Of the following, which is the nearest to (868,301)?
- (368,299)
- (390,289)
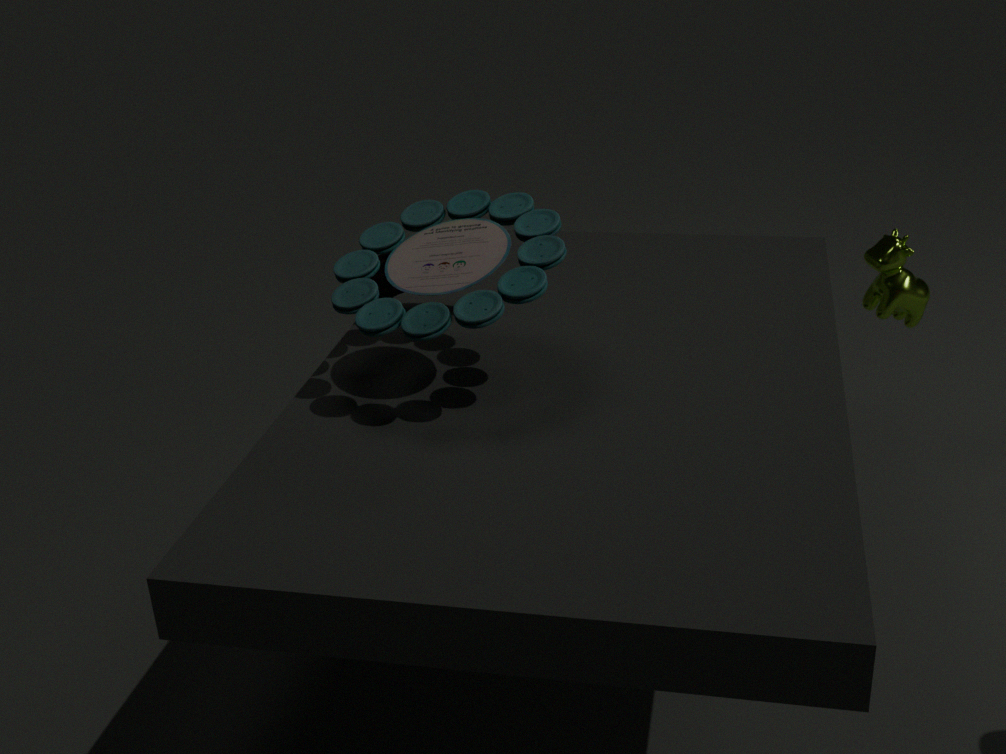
(390,289)
